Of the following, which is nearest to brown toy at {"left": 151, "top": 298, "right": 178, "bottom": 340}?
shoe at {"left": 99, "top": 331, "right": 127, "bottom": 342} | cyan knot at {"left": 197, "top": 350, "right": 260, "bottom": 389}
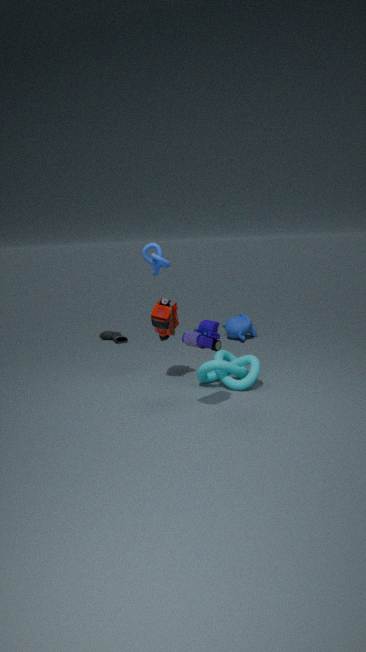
cyan knot at {"left": 197, "top": 350, "right": 260, "bottom": 389}
